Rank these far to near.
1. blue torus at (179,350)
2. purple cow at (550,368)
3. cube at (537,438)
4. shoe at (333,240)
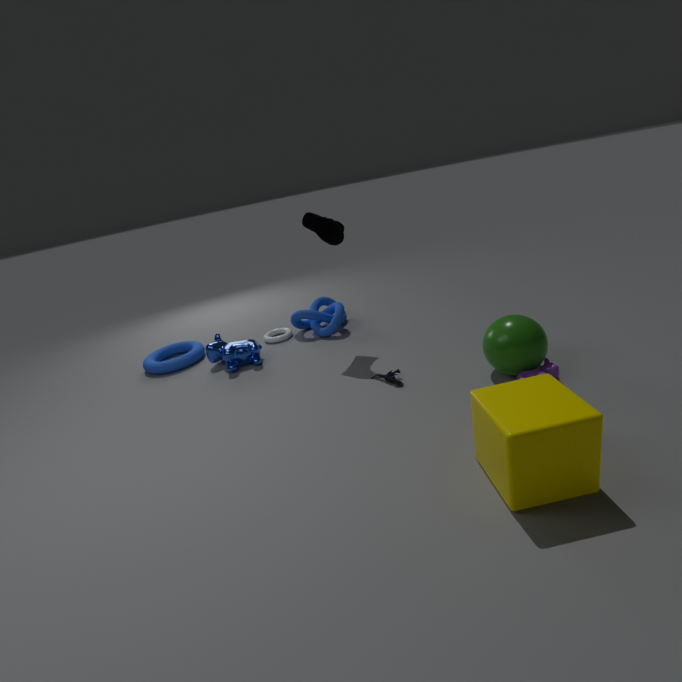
1. blue torus at (179,350)
2. shoe at (333,240)
3. purple cow at (550,368)
4. cube at (537,438)
